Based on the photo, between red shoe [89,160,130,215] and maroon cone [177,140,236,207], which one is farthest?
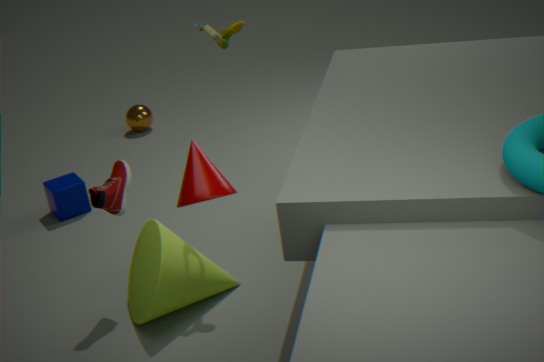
red shoe [89,160,130,215]
